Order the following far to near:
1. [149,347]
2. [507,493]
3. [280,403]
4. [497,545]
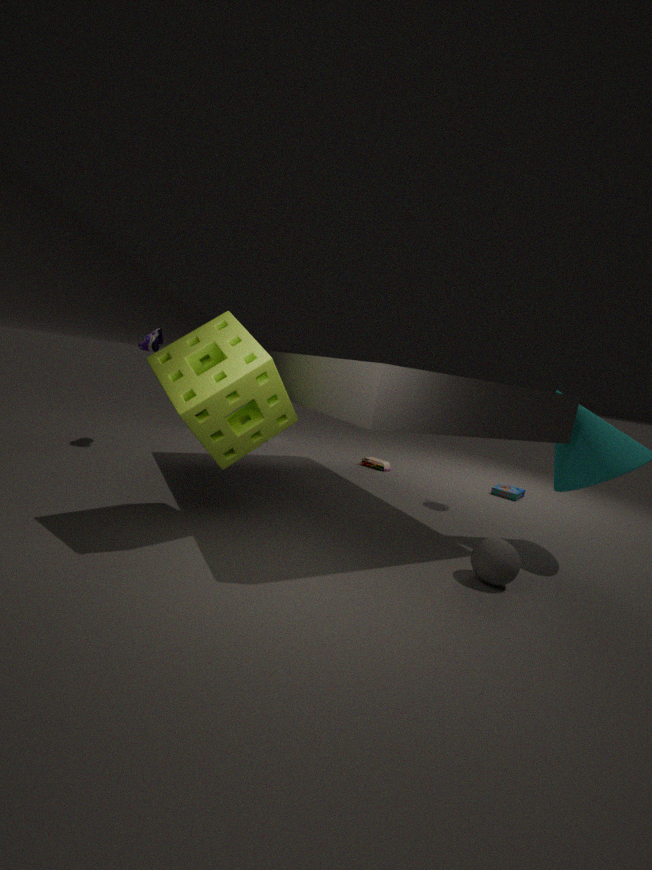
[507,493]
[149,347]
[497,545]
[280,403]
